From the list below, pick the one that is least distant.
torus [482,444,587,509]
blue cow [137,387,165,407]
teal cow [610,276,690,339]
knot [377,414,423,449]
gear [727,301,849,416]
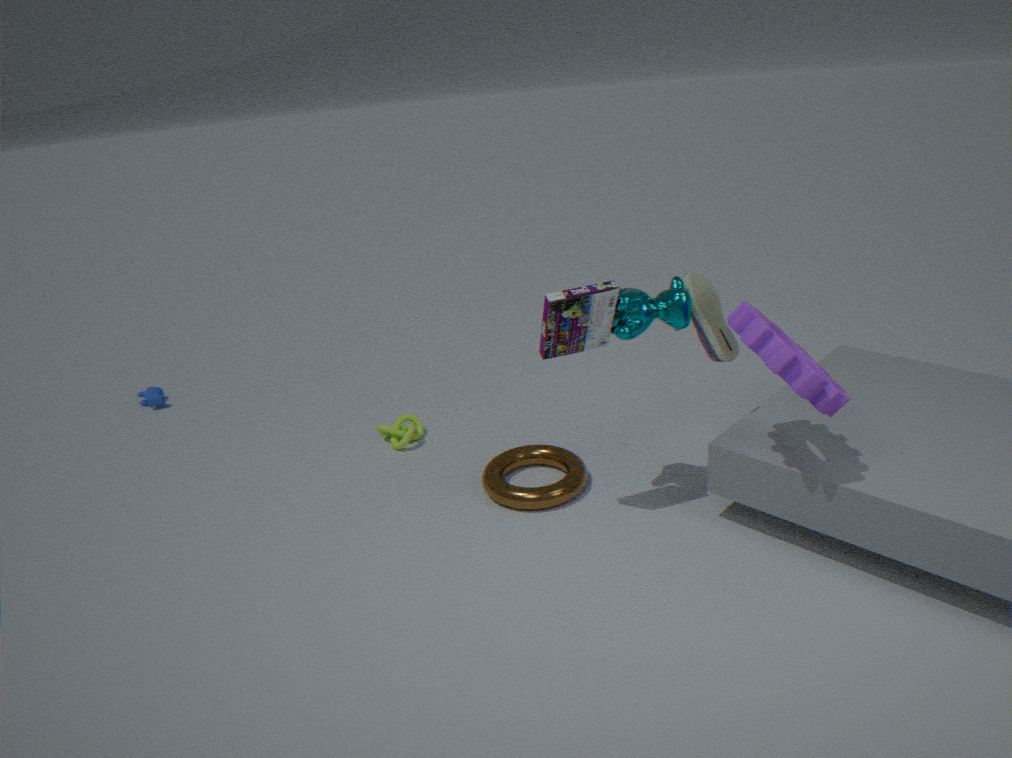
gear [727,301,849,416]
